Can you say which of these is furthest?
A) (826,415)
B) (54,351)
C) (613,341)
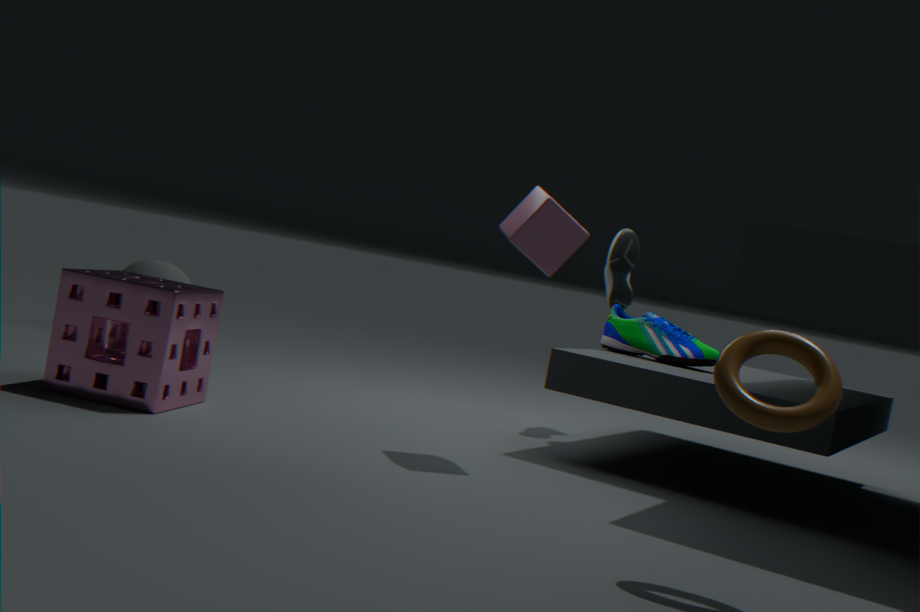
(613,341)
